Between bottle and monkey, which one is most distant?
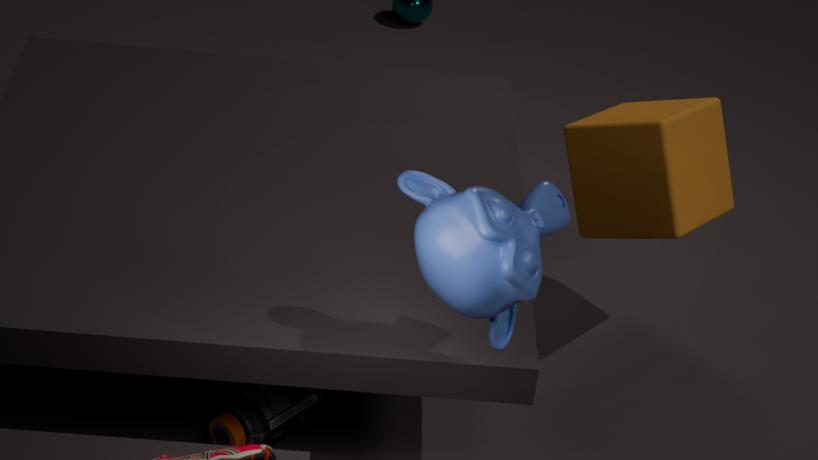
bottle
